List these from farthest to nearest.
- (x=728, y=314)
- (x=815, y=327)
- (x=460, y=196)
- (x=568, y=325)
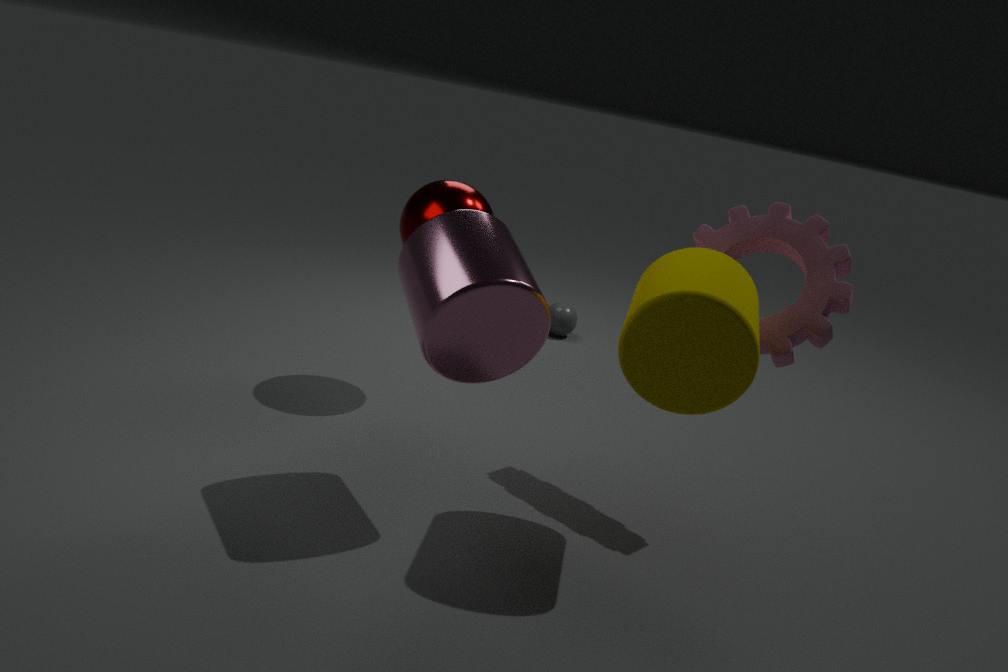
(x=568, y=325)
(x=460, y=196)
(x=815, y=327)
(x=728, y=314)
